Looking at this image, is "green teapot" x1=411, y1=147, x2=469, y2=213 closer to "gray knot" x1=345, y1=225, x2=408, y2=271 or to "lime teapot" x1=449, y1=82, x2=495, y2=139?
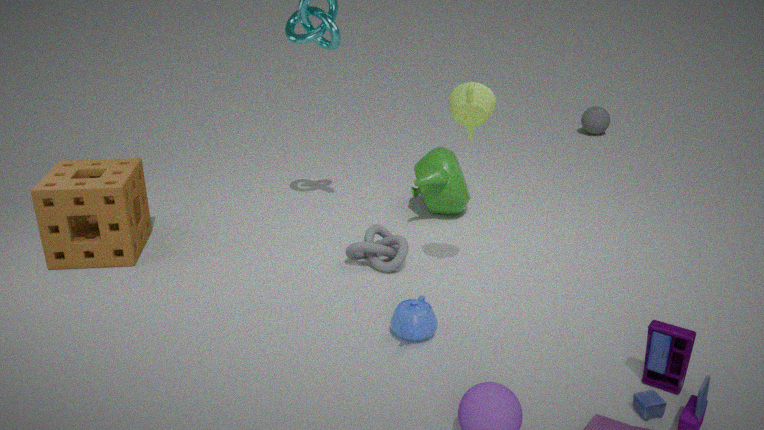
"gray knot" x1=345, y1=225, x2=408, y2=271
